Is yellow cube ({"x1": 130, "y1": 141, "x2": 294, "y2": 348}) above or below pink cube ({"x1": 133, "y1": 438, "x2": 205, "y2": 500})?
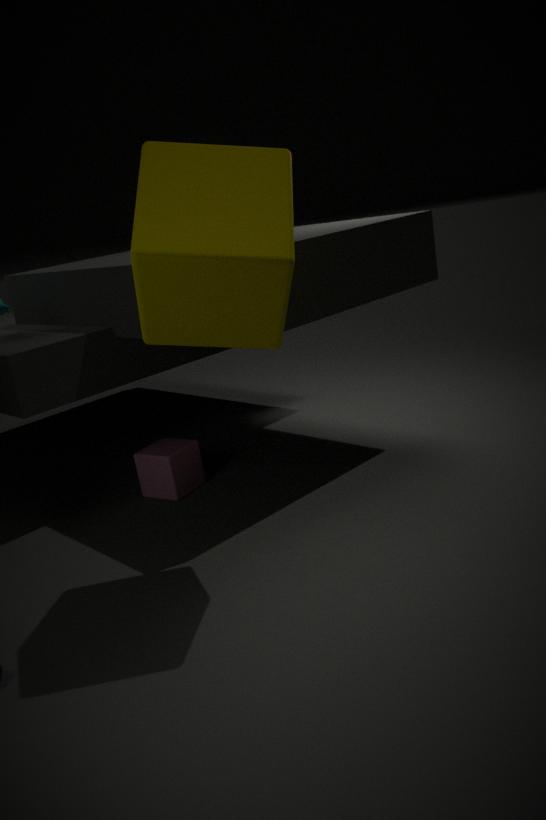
above
